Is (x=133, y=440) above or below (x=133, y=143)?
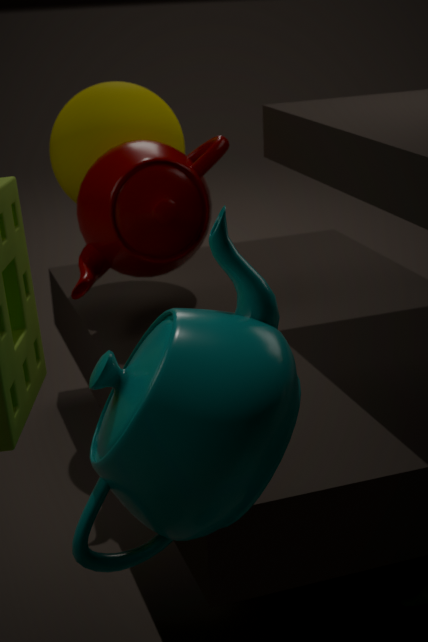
below
